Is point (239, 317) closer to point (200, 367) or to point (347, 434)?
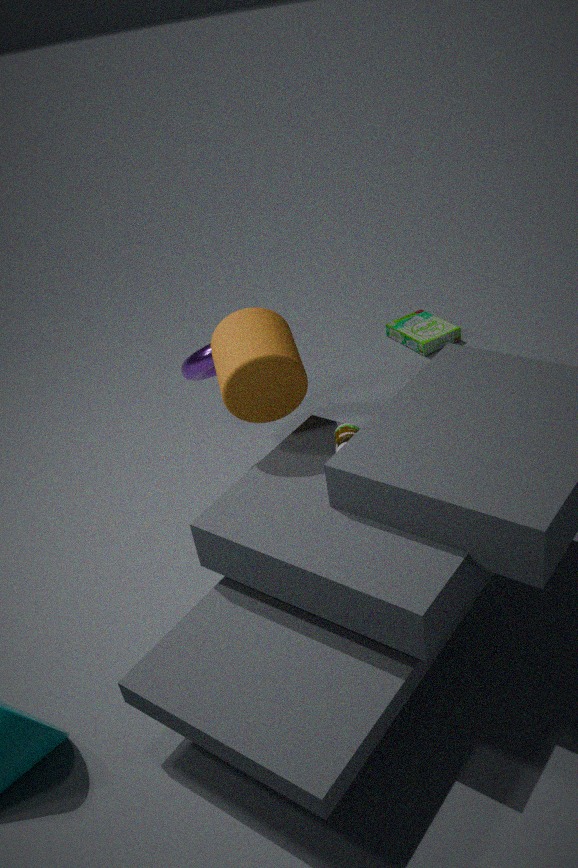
point (347, 434)
